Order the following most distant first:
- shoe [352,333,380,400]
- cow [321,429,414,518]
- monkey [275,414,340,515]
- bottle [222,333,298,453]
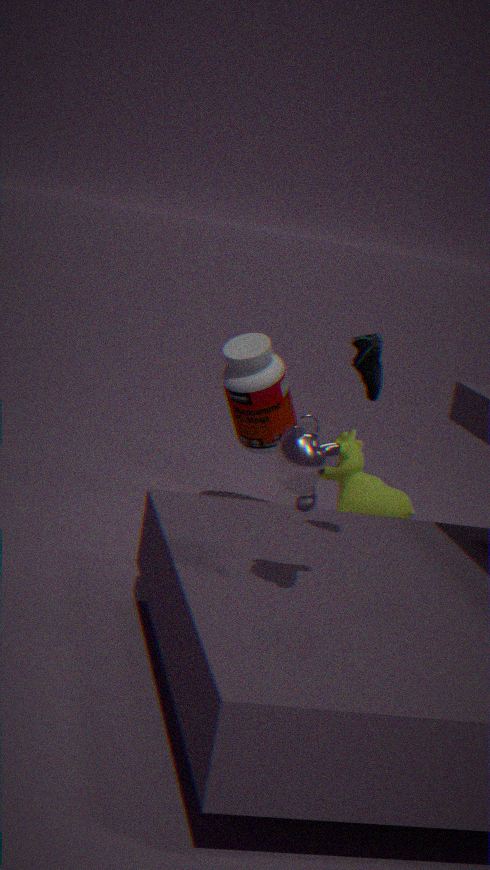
cow [321,429,414,518], bottle [222,333,298,453], shoe [352,333,380,400], monkey [275,414,340,515]
